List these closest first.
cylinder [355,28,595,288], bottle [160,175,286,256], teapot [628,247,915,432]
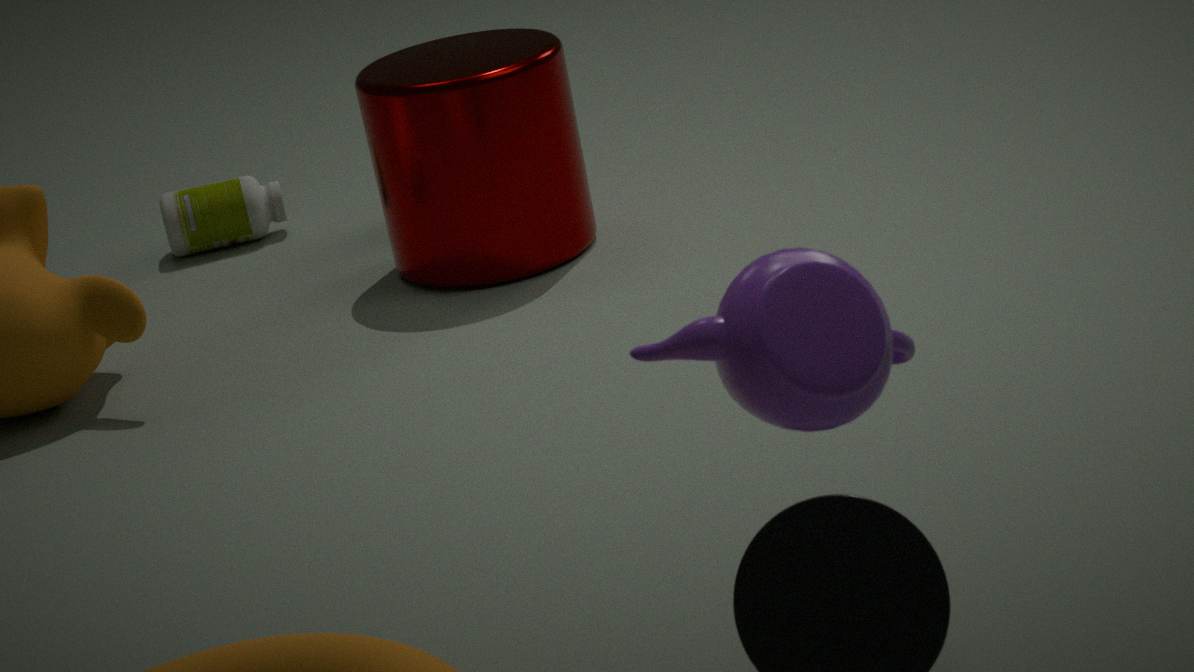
1. teapot [628,247,915,432]
2. cylinder [355,28,595,288]
3. bottle [160,175,286,256]
